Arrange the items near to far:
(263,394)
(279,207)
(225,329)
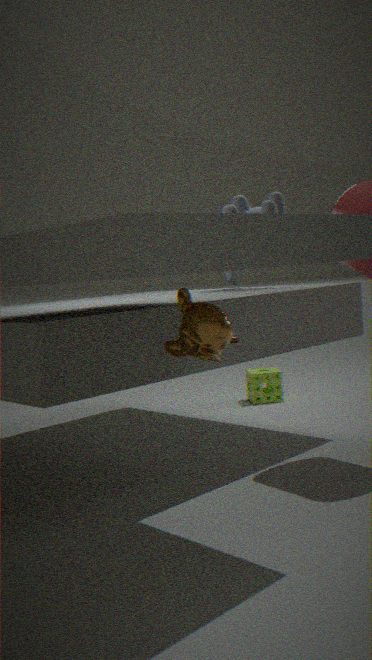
1. (225,329)
2. (279,207)
3. (263,394)
